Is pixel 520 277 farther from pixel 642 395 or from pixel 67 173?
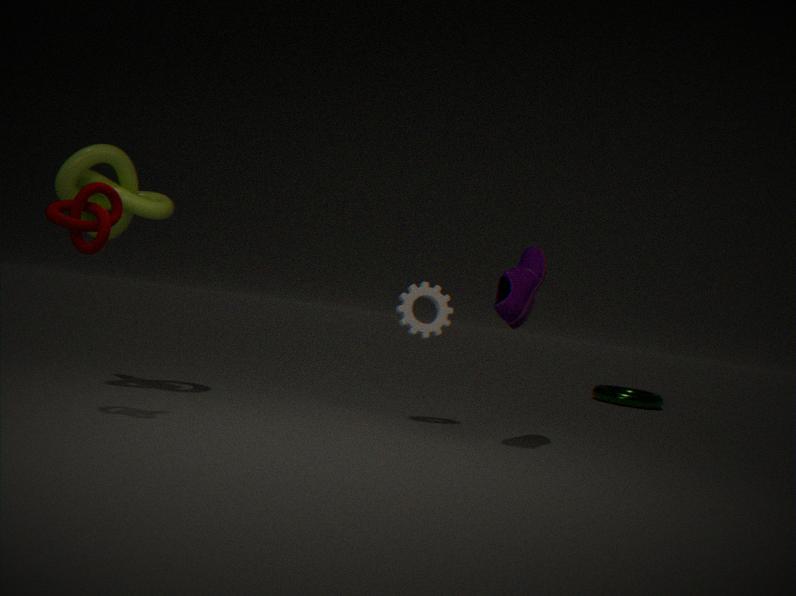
pixel 642 395
